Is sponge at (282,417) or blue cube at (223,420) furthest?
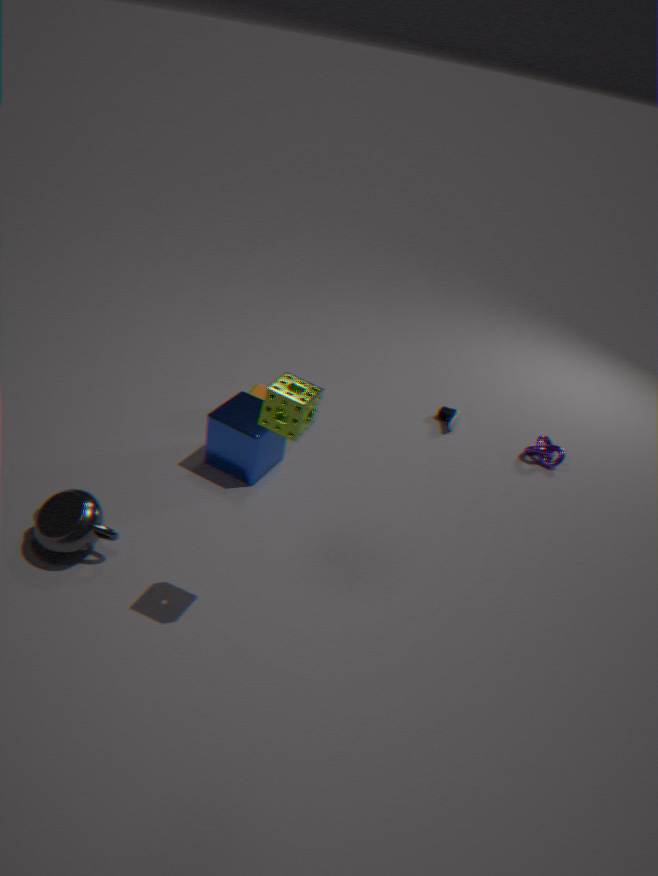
blue cube at (223,420)
